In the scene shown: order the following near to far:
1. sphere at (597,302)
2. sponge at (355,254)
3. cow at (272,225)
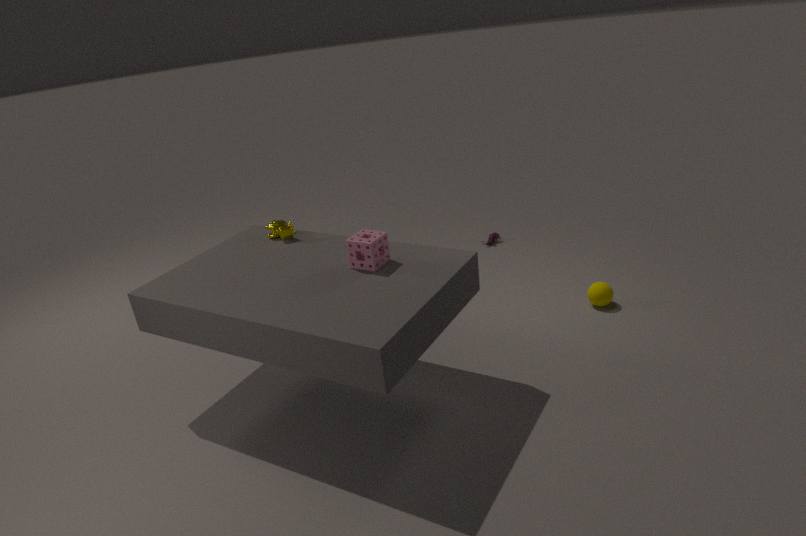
sponge at (355,254) → cow at (272,225) → sphere at (597,302)
